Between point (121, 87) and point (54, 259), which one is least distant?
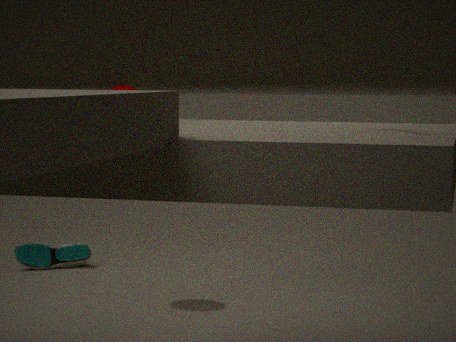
point (121, 87)
